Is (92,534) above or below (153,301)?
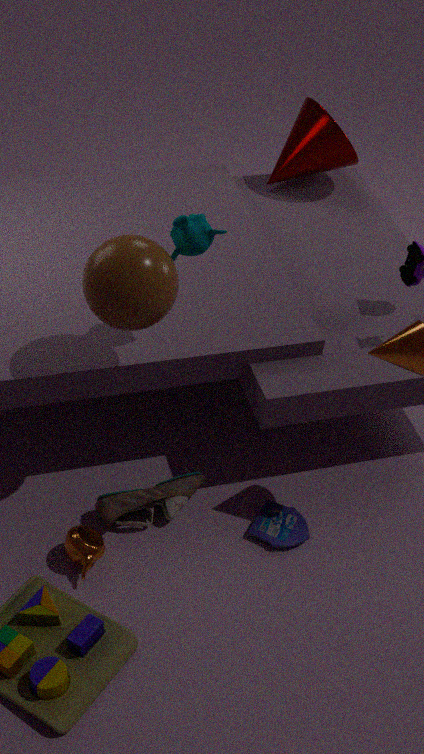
below
